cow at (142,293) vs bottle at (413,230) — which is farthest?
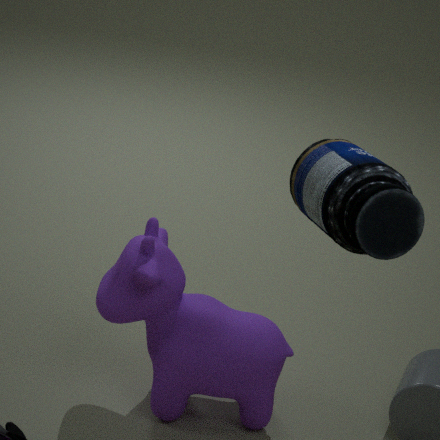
cow at (142,293)
